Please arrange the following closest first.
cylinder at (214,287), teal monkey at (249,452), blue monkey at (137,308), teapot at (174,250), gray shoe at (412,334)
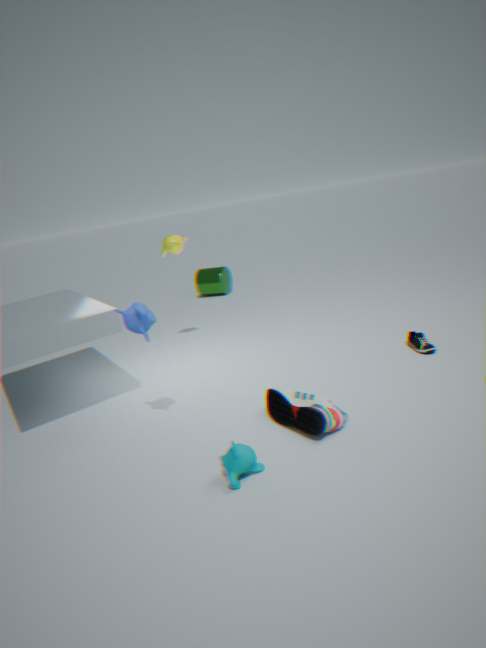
teal monkey at (249,452)
blue monkey at (137,308)
gray shoe at (412,334)
teapot at (174,250)
cylinder at (214,287)
